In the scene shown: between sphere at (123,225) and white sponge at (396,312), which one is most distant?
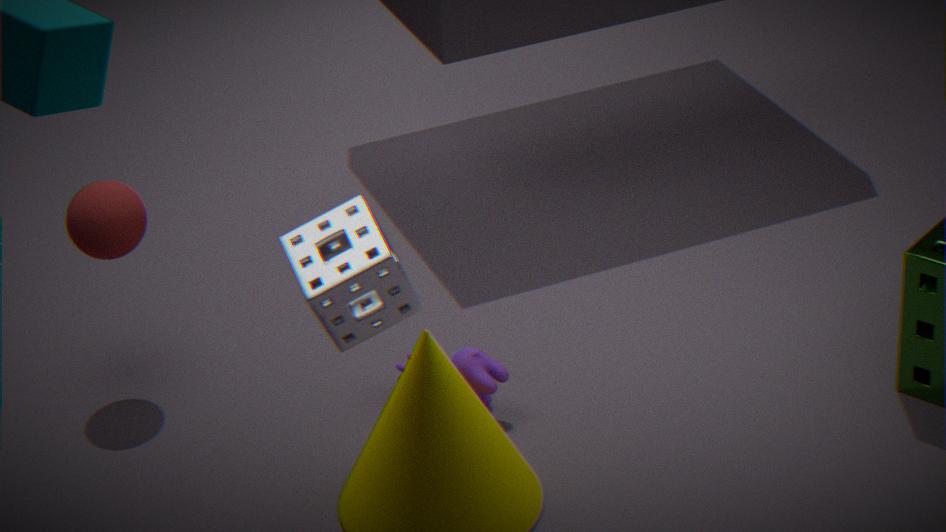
sphere at (123,225)
